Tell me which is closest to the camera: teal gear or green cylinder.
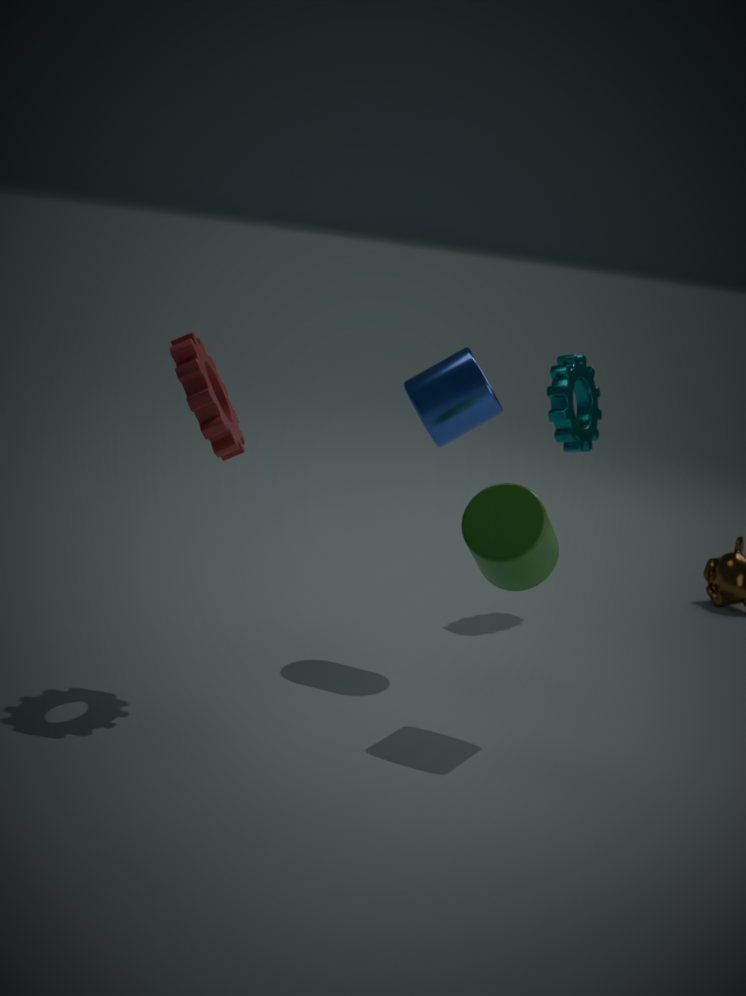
green cylinder
